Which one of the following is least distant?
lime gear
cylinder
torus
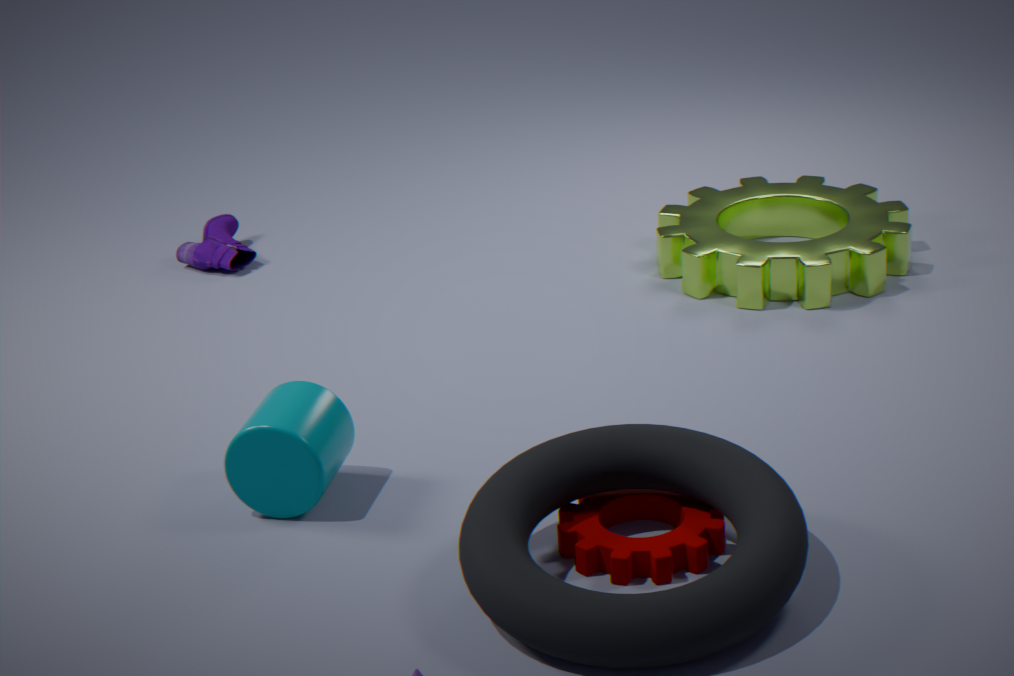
torus
